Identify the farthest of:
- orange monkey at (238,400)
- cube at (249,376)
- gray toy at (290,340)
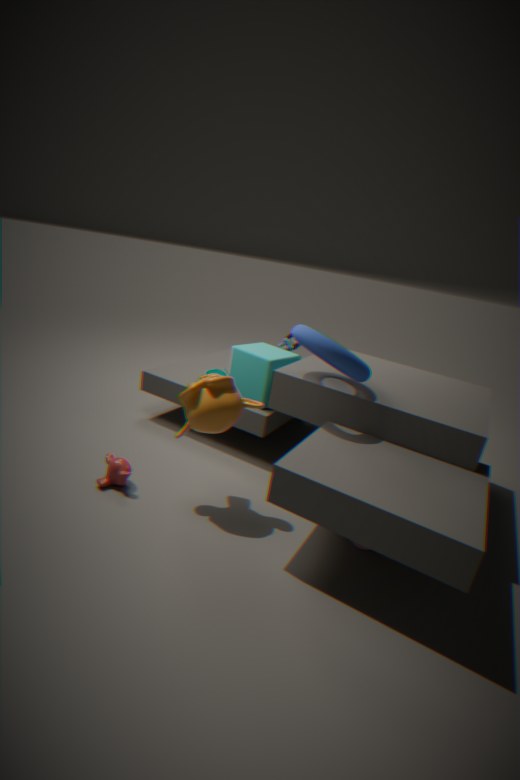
gray toy at (290,340)
